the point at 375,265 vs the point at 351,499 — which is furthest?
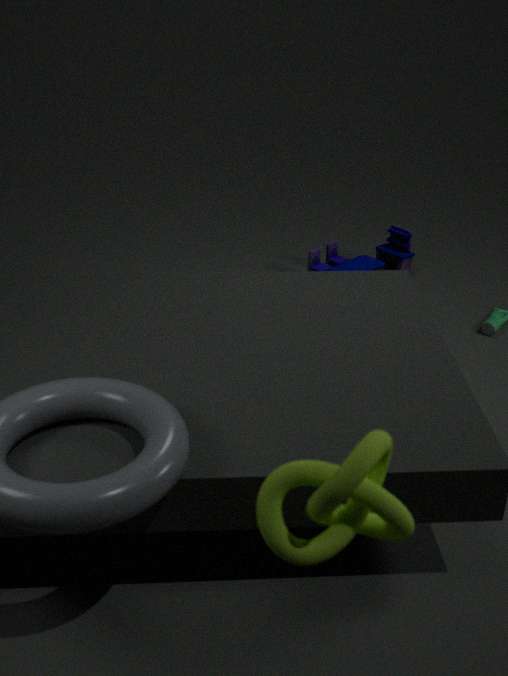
the point at 375,265
